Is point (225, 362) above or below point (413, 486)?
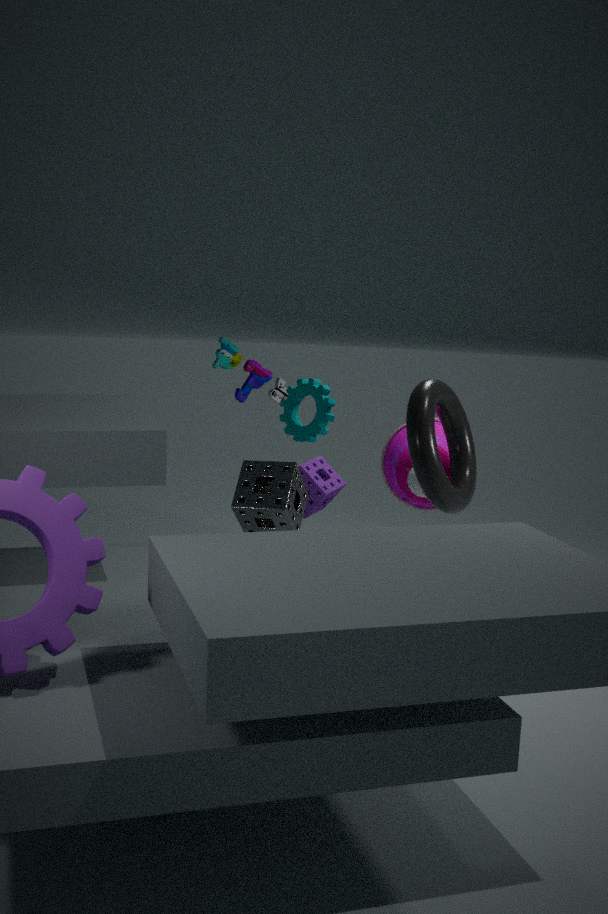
above
